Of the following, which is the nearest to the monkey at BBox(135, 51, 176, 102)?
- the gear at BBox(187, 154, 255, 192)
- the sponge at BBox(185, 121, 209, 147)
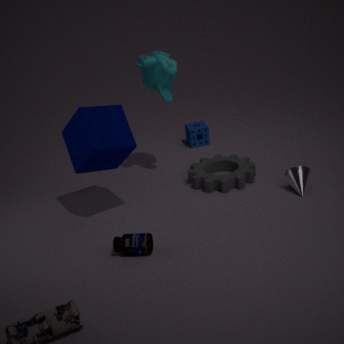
the gear at BBox(187, 154, 255, 192)
